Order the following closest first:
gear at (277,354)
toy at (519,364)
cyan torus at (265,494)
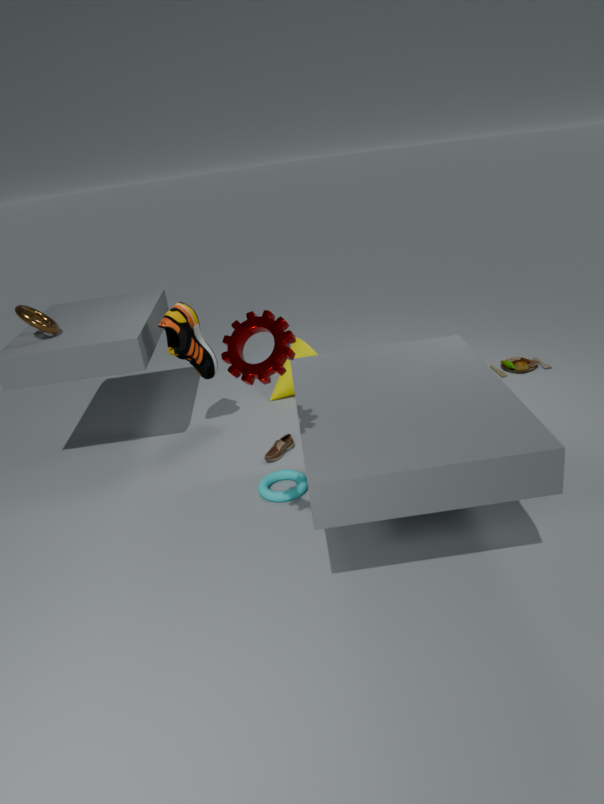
gear at (277,354), cyan torus at (265,494), toy at (519,364)
